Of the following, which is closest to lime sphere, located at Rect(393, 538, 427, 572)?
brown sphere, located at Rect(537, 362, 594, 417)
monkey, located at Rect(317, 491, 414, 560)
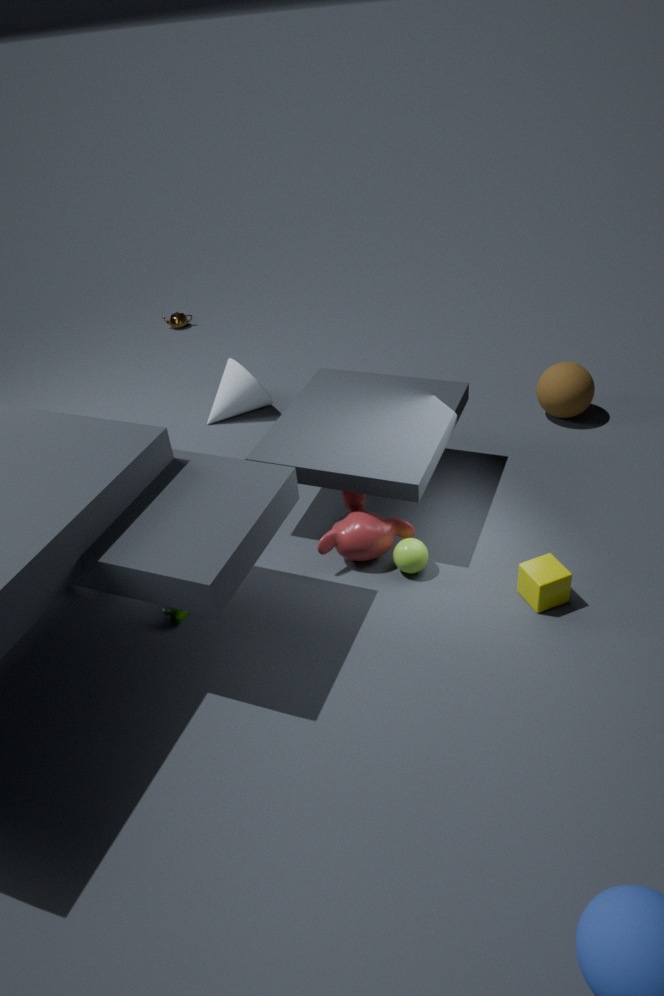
monkey, located at Rect(317, 491, 414, 560)
